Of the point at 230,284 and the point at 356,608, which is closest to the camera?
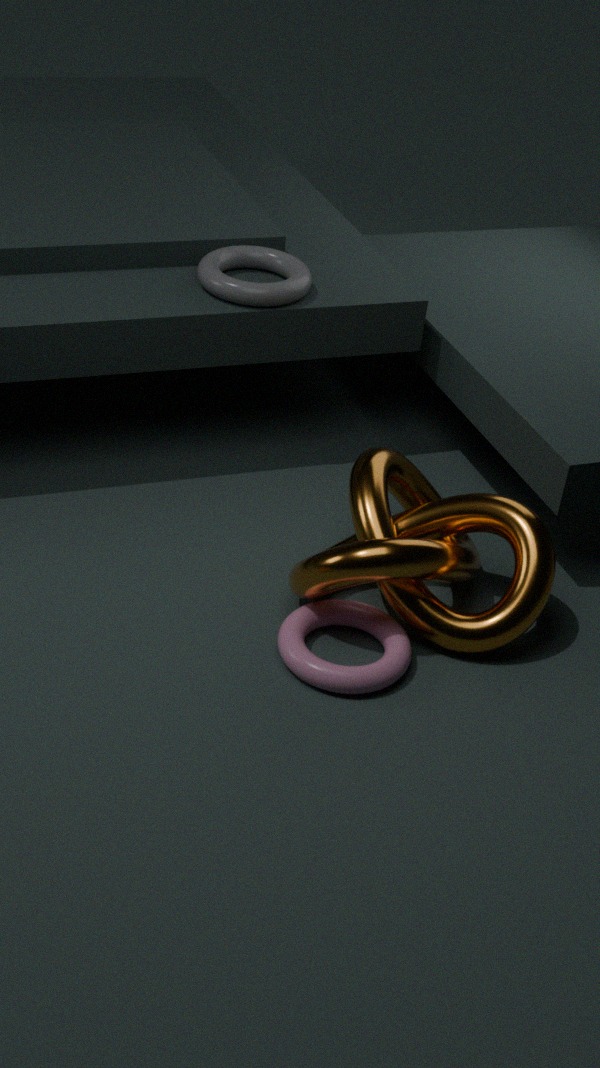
the point at 356,608
